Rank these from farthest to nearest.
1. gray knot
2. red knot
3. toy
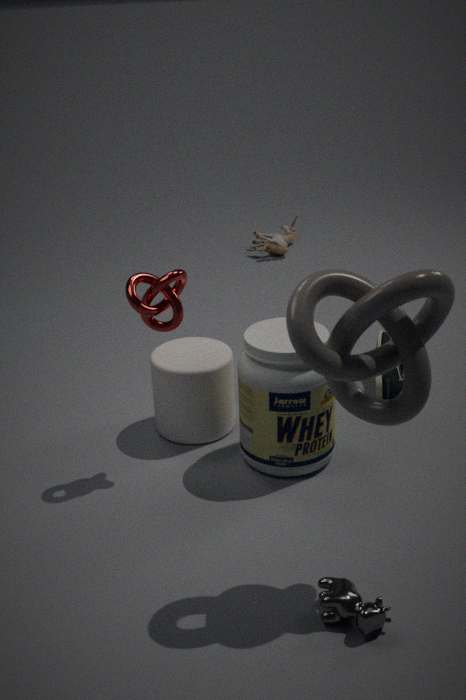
1. toy
2. red knot
3. gray knot
